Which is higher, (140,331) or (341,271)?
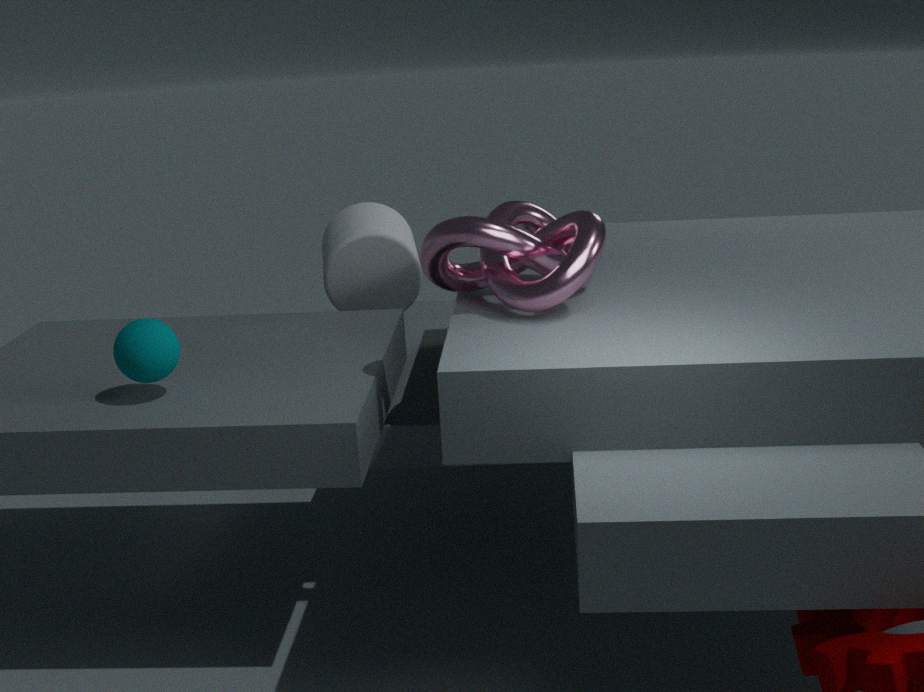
(140,331)
